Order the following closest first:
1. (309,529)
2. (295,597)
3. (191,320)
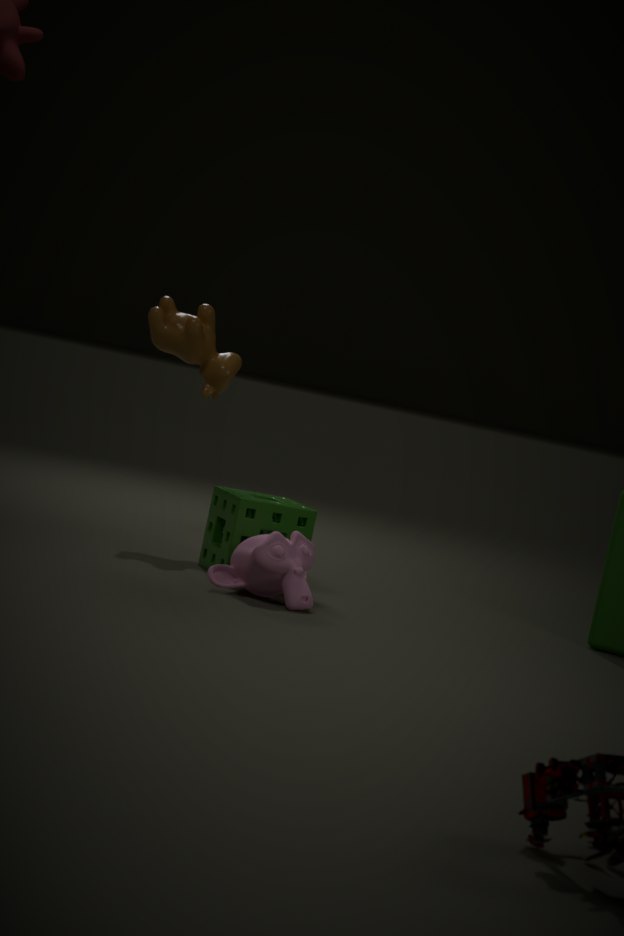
(295,597)
(309,529)
(191,320)
